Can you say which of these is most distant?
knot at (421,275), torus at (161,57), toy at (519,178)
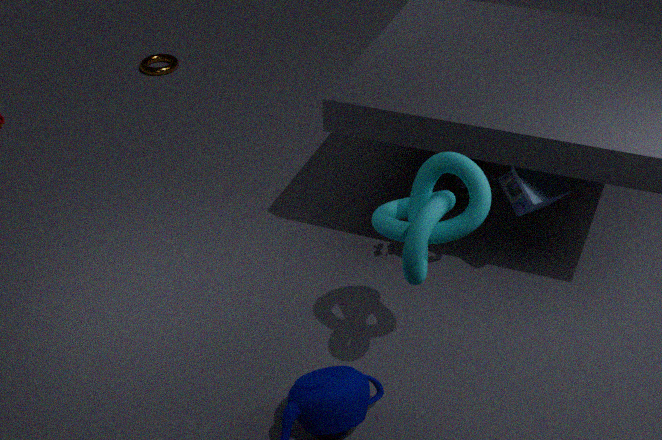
torus at (161,57)
